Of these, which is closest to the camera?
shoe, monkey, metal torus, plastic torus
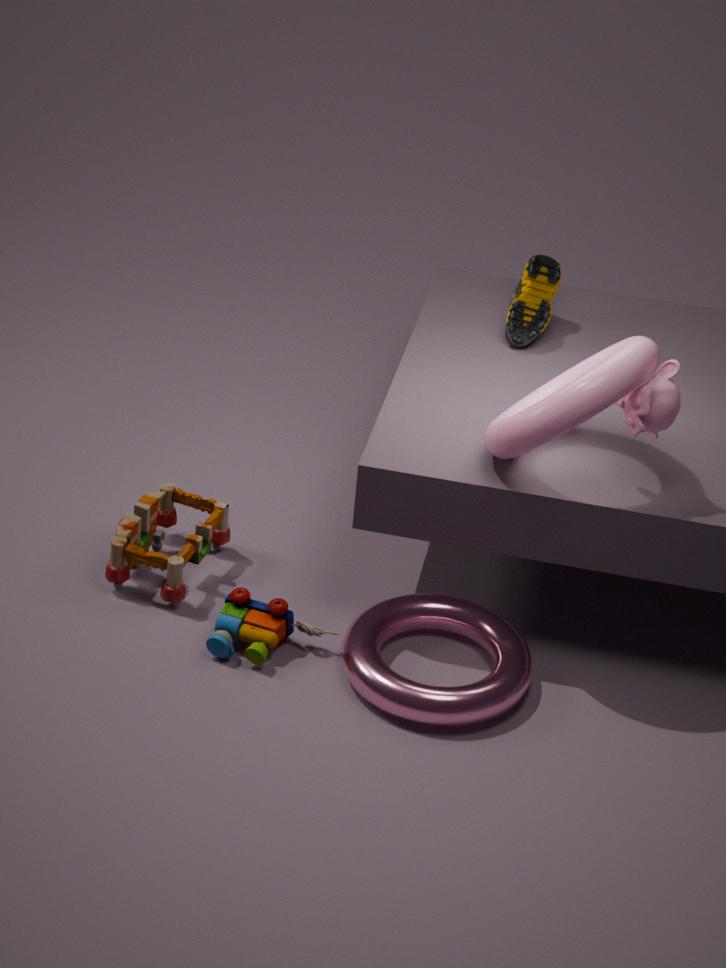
plastic torus
